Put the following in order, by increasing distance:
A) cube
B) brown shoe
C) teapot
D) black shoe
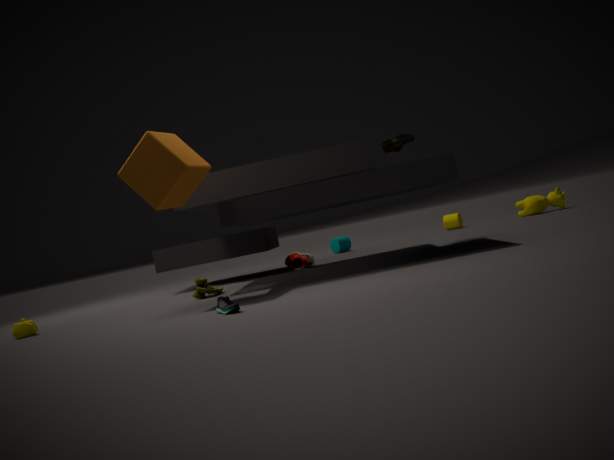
1. black shoe
2. cube
3. teapot
4. brown shoe
